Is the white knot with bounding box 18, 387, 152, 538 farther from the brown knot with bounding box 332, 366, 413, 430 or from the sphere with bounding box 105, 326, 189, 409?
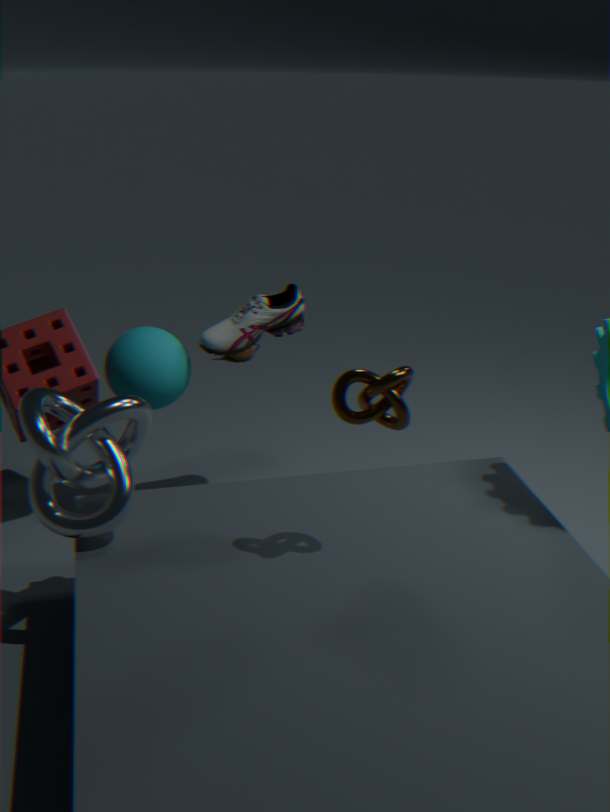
the brown knot with bounding box 332, 366, 413, 430
